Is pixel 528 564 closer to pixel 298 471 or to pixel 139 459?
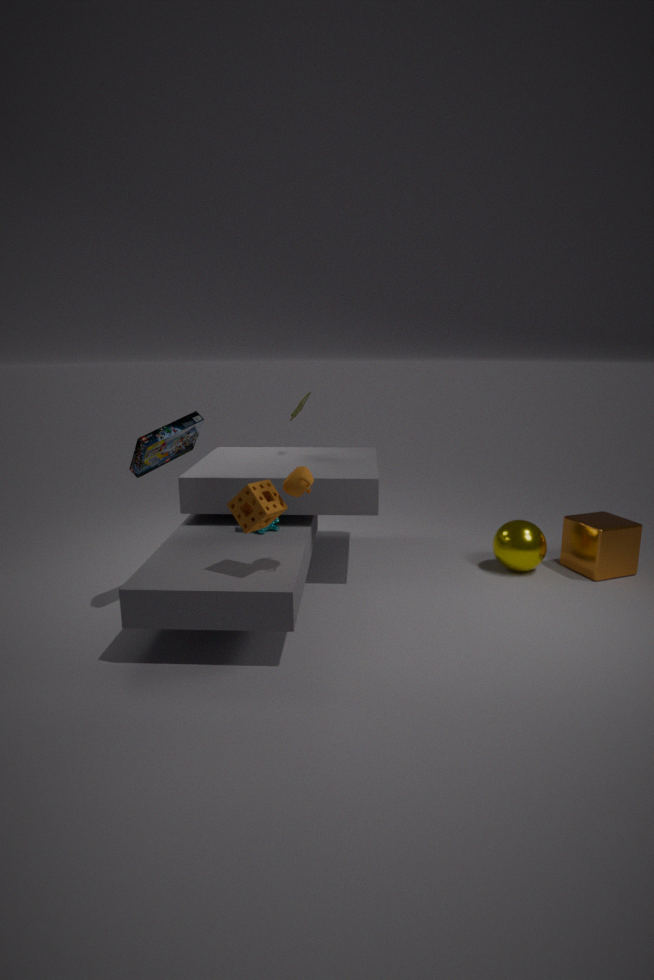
pixel 298 471
